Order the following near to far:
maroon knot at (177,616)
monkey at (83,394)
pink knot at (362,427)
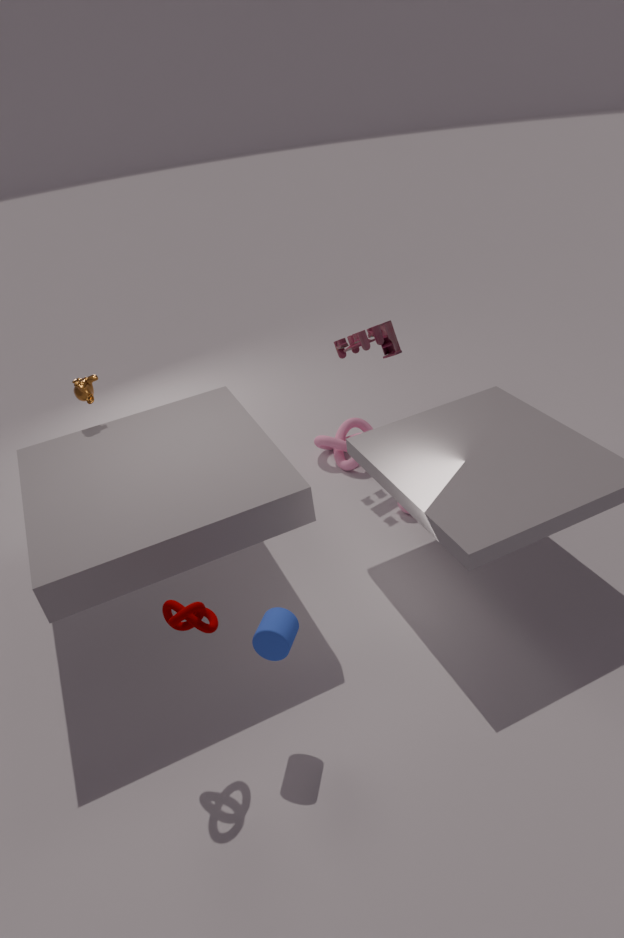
maroon knot at (177,616)
monkey at (83,394)
pink knot at (362,427)
